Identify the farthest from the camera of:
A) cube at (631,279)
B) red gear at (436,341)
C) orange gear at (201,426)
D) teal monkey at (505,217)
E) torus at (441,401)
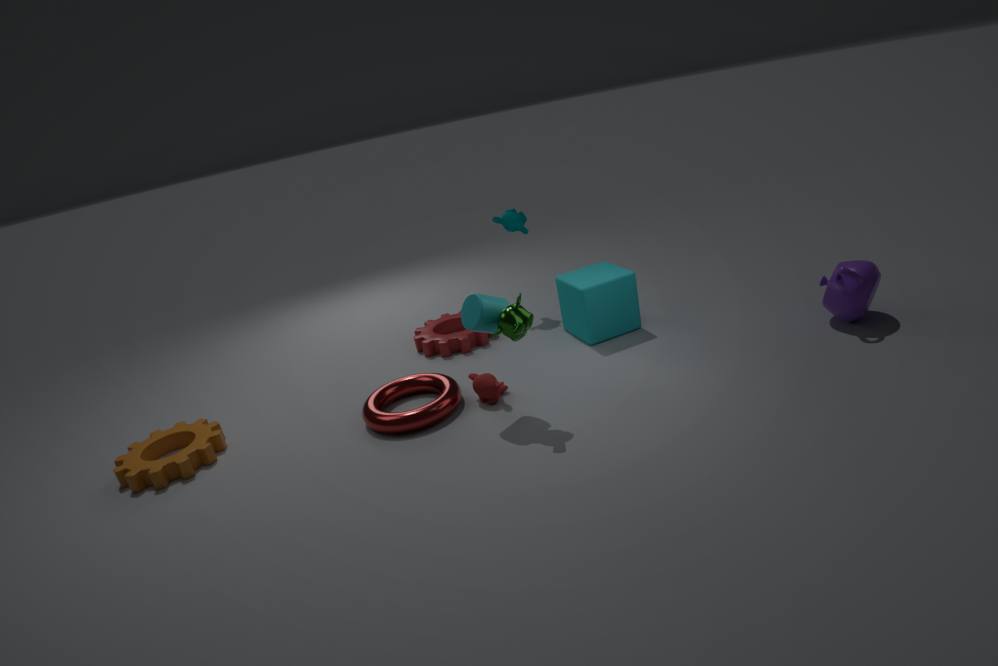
teal monkey at (505,217)
